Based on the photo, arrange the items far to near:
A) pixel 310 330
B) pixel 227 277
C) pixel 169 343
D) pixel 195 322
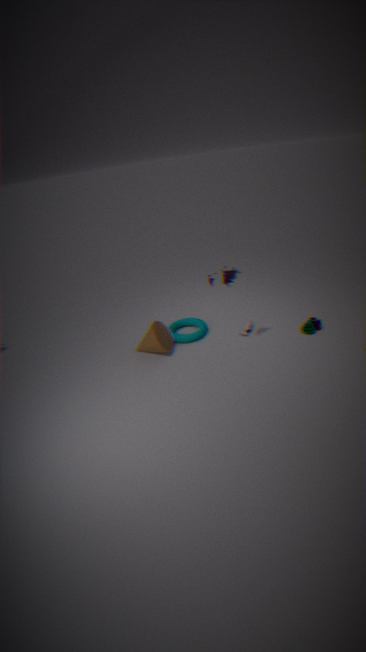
pixel 195 322 → pixel 169 343 → pixel 310 330 → pixel 227 277
